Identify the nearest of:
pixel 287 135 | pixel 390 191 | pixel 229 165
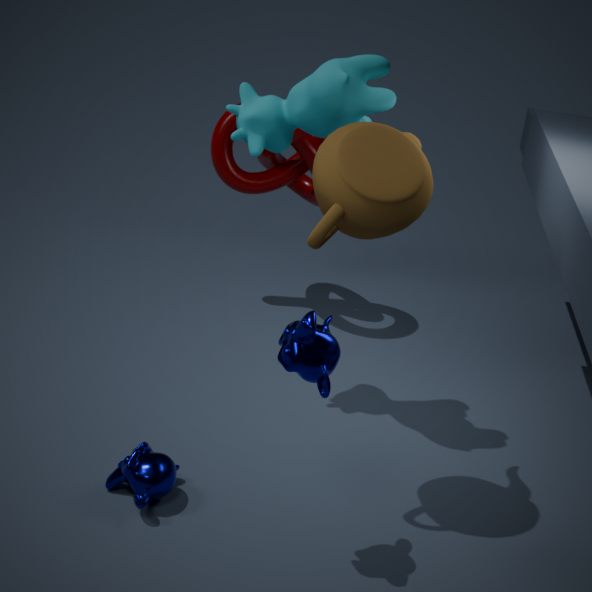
pixel 390 191
